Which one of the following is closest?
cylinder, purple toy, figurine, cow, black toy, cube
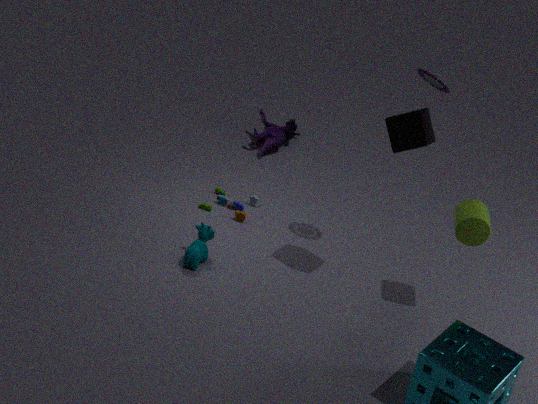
cube
